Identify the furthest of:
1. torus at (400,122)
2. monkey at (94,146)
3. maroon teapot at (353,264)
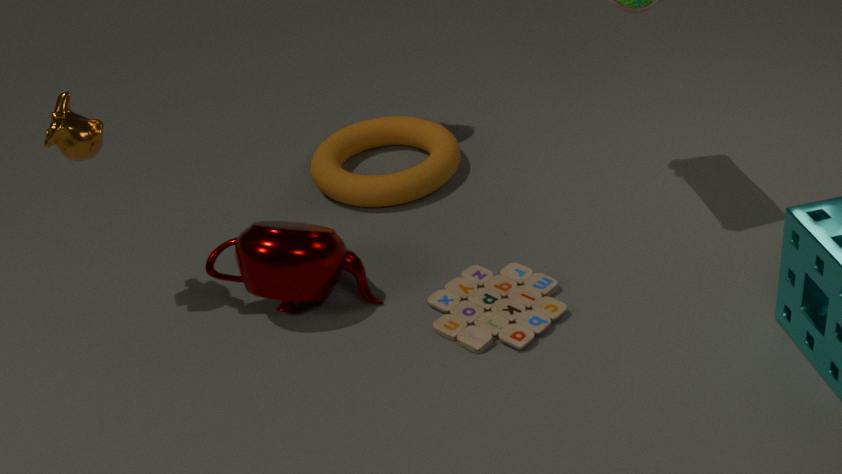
torus at (400,122)
